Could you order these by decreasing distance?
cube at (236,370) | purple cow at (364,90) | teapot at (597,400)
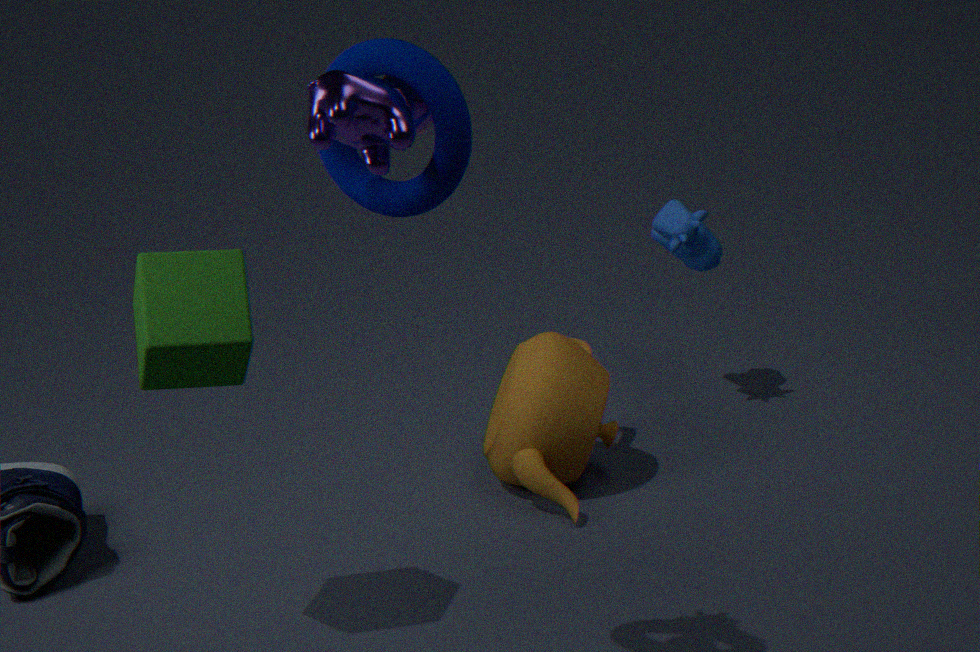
1. teapot at (597,400)
2. cube at (236,370)
3. purple cow at (364,90)
